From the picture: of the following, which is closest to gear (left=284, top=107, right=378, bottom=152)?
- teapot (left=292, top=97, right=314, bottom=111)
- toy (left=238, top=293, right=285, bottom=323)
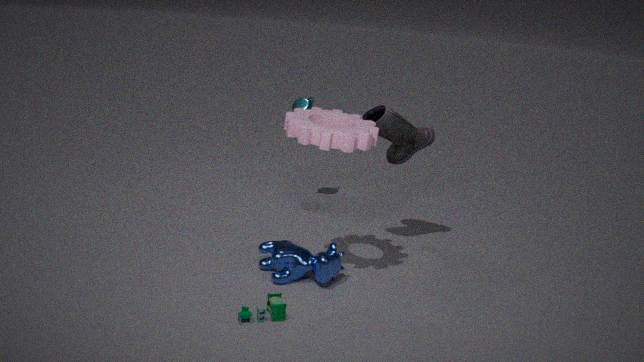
toy (left=238, top=293, right=285, bottom=323)
